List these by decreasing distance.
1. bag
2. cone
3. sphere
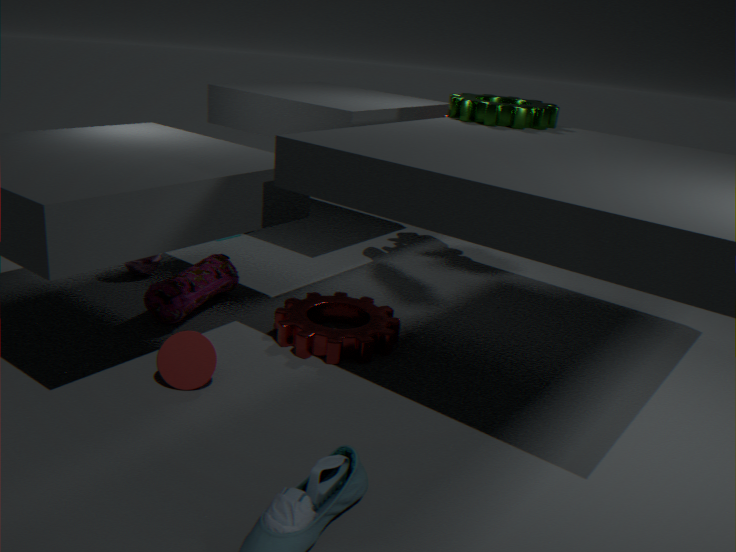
sphere
bag
cone
